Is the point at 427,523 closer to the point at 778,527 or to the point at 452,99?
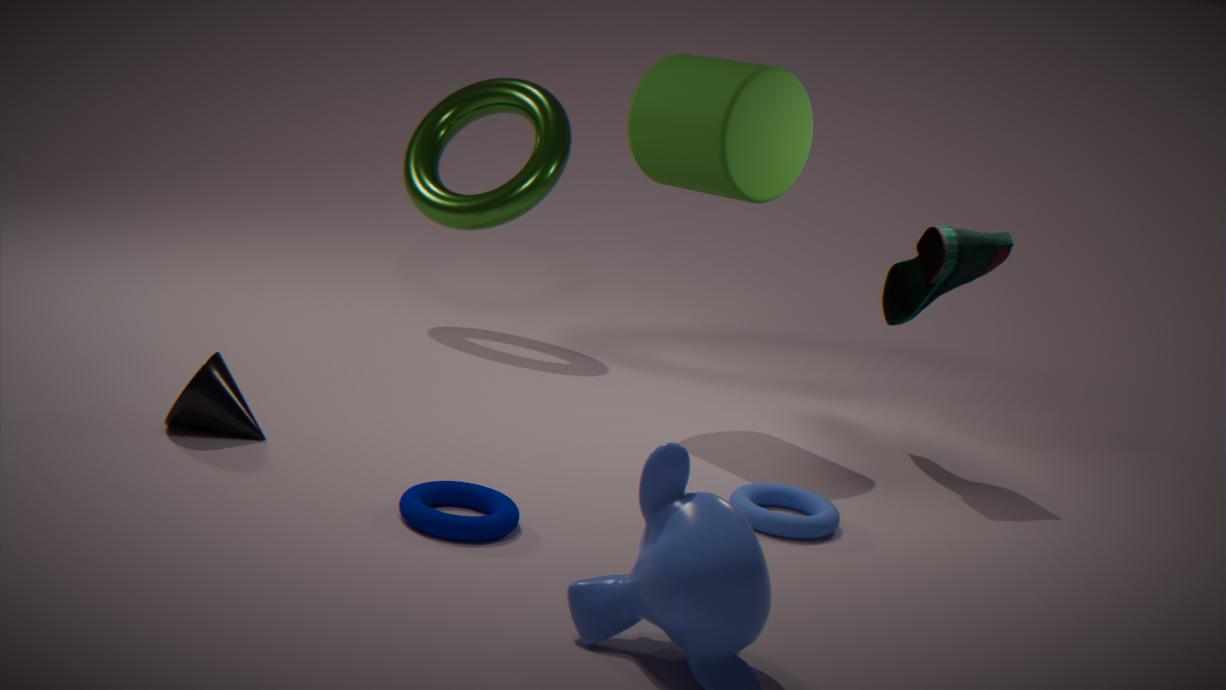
the point at 778,527
